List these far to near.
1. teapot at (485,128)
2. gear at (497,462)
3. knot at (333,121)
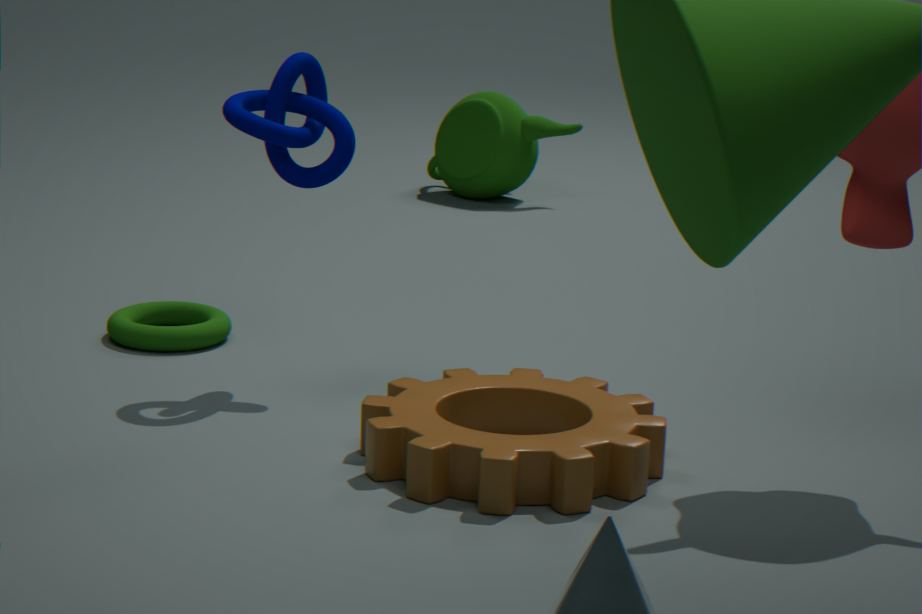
teapot at (485,128)
knot at (333,121)
gear at (497,462)
